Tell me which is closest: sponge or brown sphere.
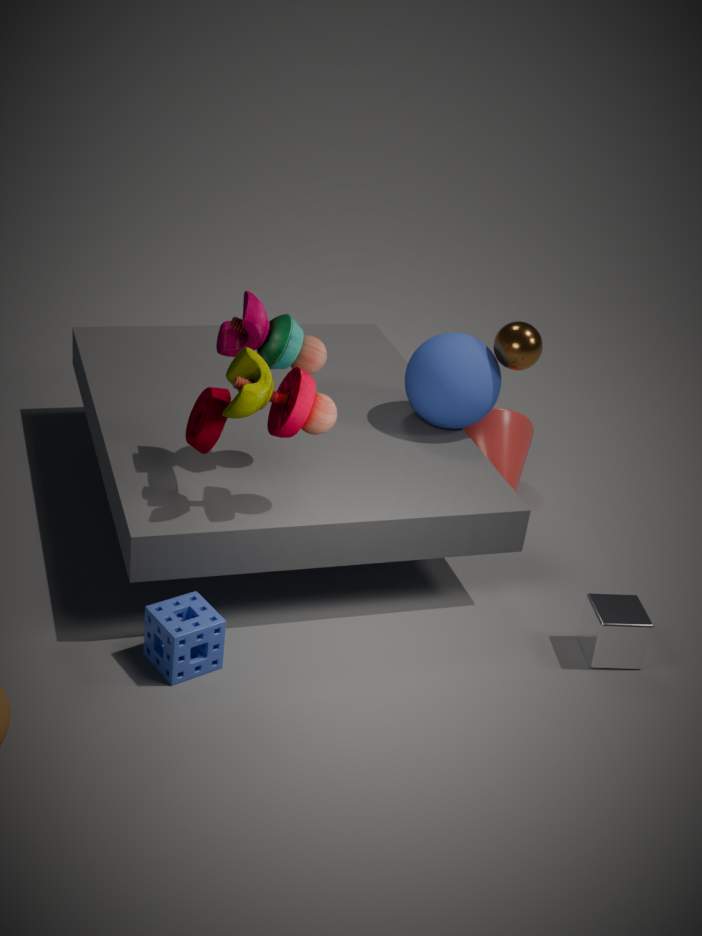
sponge
